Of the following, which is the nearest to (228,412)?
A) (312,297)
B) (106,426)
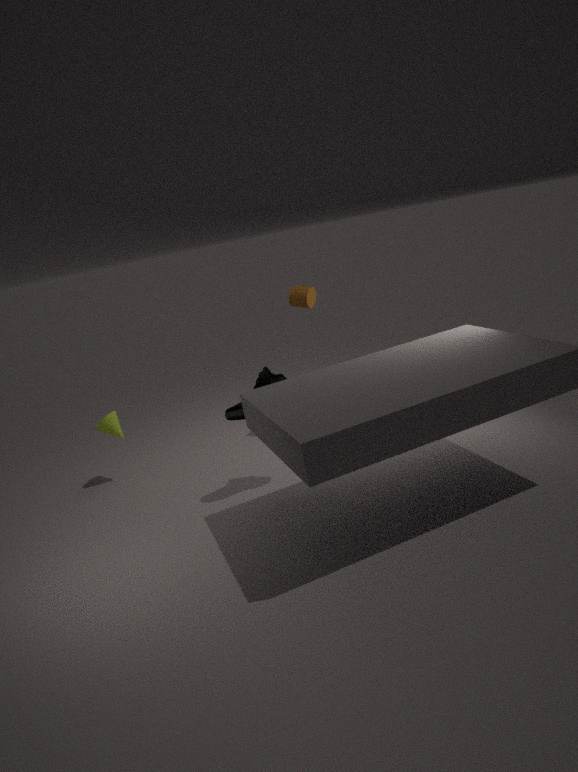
(312,297)
